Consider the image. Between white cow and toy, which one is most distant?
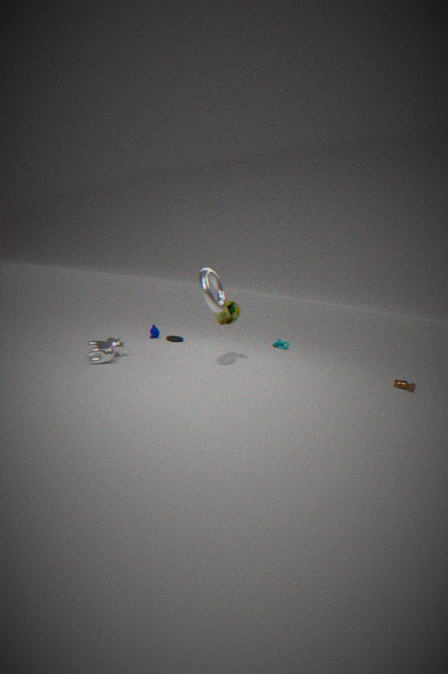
toy
